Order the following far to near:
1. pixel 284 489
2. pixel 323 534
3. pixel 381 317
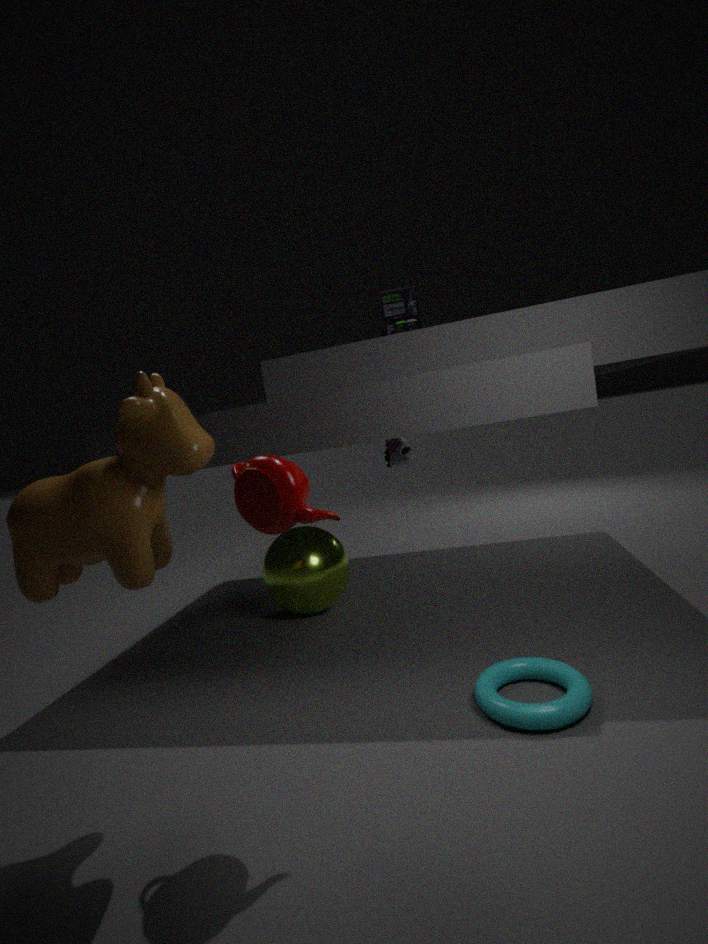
pixel 381 317 → pixel 323 534 → pixel 284 489
